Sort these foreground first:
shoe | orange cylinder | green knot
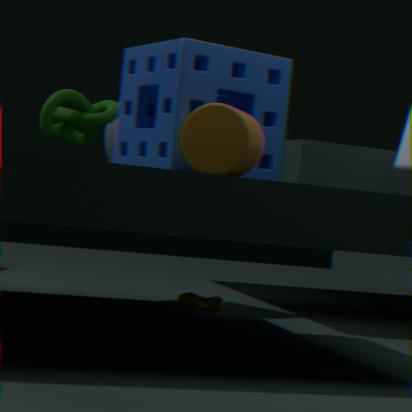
orange cylinder, green knot, shoe
